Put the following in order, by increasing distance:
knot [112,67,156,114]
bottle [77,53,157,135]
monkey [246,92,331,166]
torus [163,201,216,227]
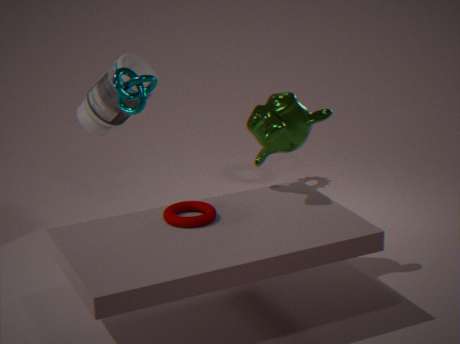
1. torus [163,201,216,227]
2. monkey [246,92,331,166]
3. knot [112,67,156,114]
4. bottle [77,53,157,135]
